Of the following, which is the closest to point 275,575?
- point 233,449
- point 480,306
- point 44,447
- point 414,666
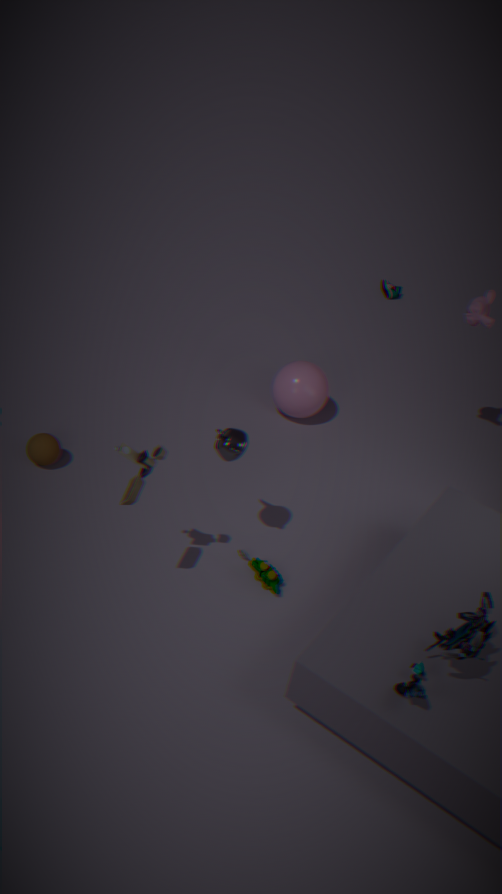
point 233,449
